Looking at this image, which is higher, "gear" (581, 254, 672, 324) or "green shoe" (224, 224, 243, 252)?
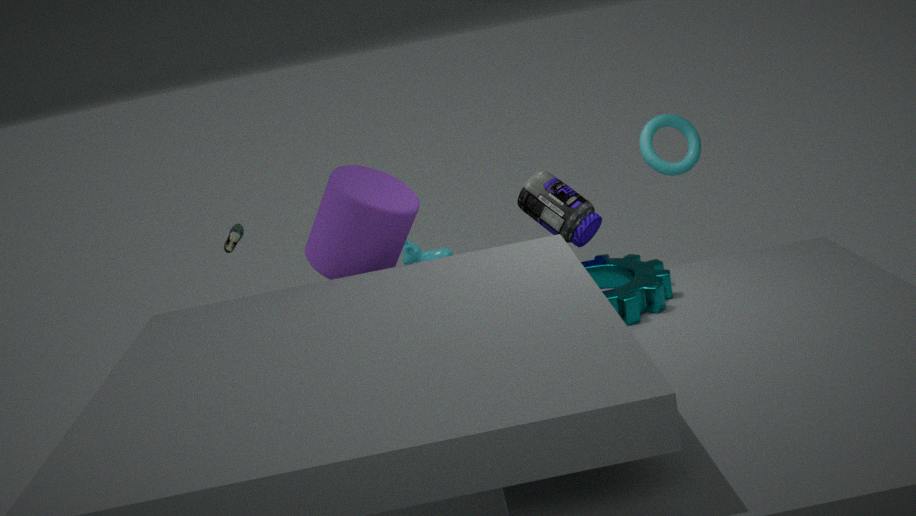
"green shoe" (224, 224, 243, 252)
